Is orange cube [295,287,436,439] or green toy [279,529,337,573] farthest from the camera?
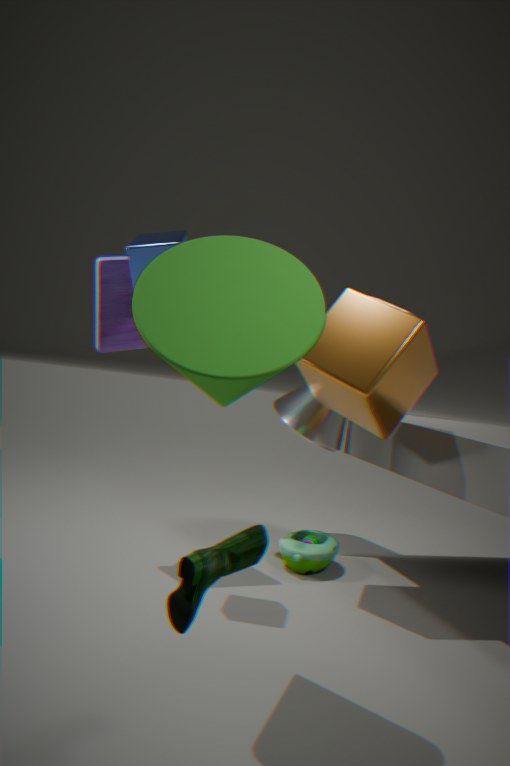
green toy [279,529,337,573]
